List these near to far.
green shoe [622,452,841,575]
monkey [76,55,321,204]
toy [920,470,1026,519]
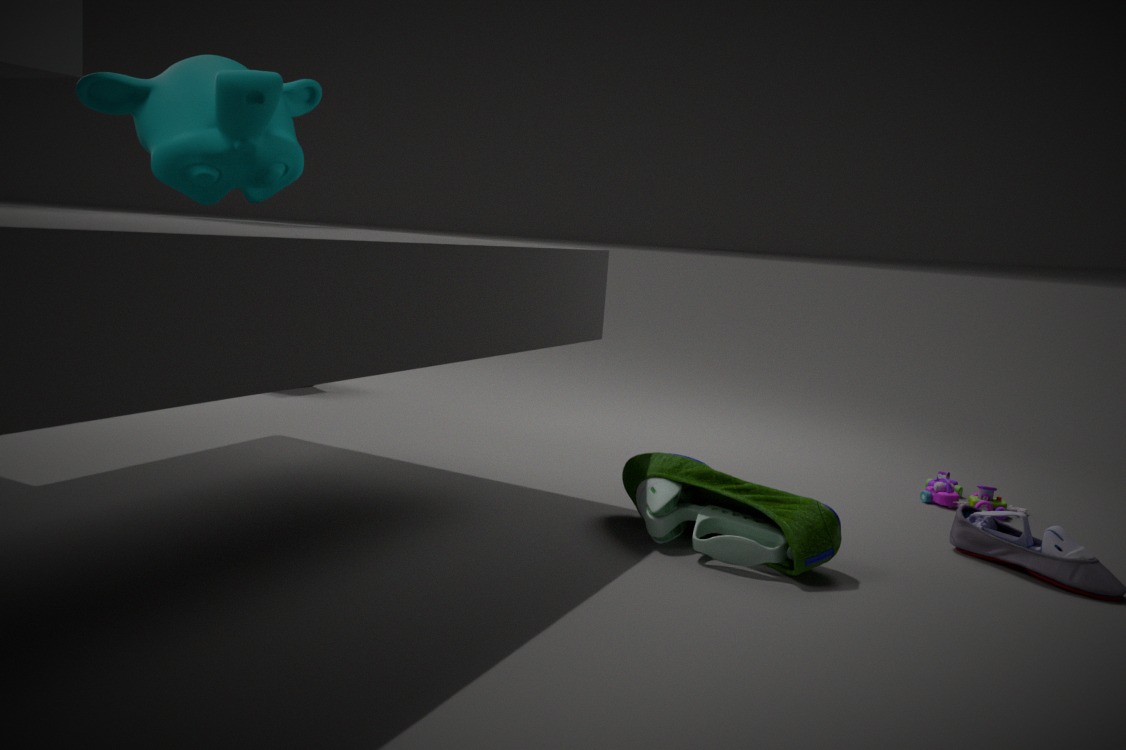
green shoe [622,452,841,575]
monkey [76,55,321,204]
toy [920,470,1026,519]
